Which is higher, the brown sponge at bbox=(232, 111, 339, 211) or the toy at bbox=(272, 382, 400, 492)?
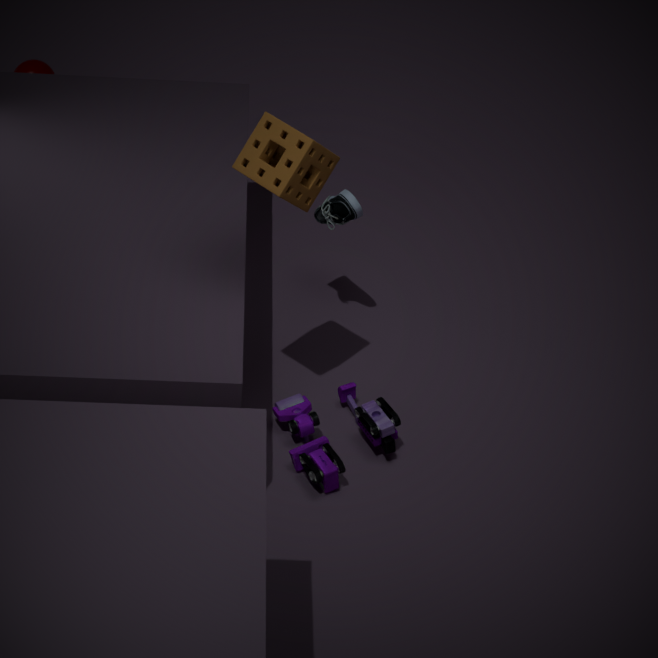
the brown sponge at bbox=(232, 111, 339, 211)
